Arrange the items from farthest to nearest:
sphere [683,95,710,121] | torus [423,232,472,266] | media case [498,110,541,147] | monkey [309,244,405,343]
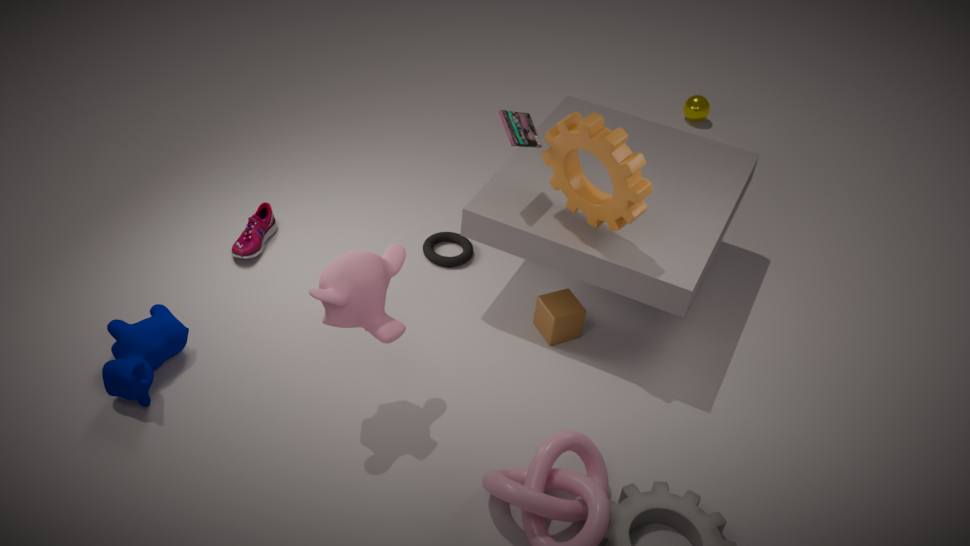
sphere [683,95,710,121]
torus [423,232,472,266]
media case [498,110,541,147]
monkey [309,244,405,343]
